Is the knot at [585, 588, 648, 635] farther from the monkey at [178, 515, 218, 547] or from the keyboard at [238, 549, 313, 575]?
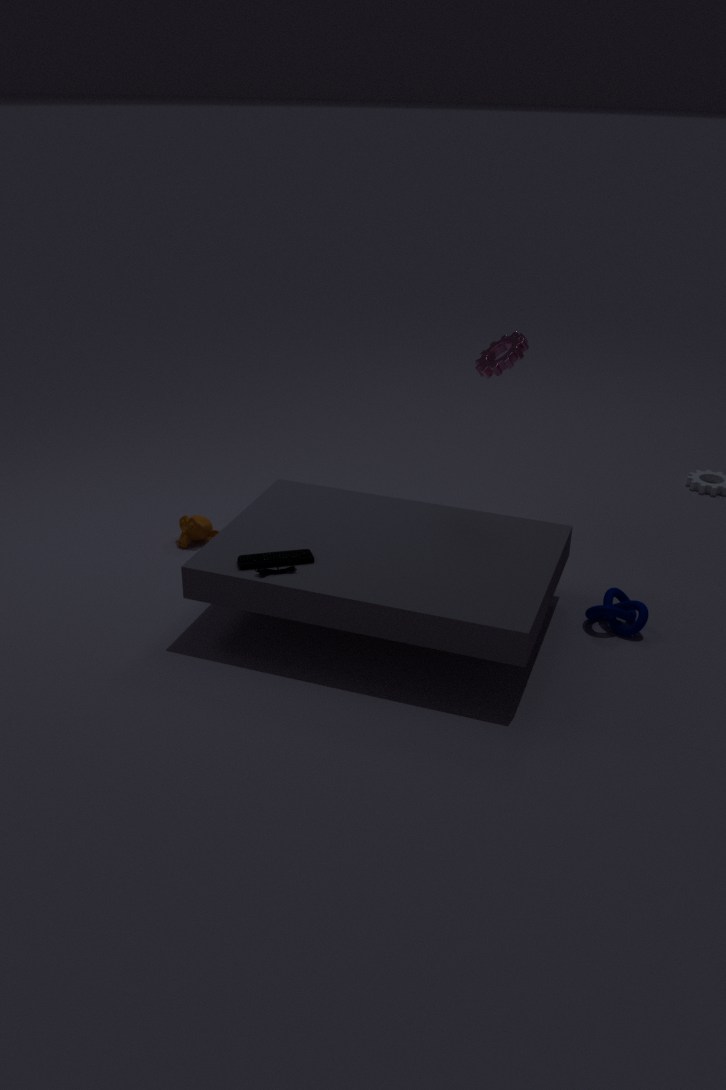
the monkey at [178, 515, 218, 547]
